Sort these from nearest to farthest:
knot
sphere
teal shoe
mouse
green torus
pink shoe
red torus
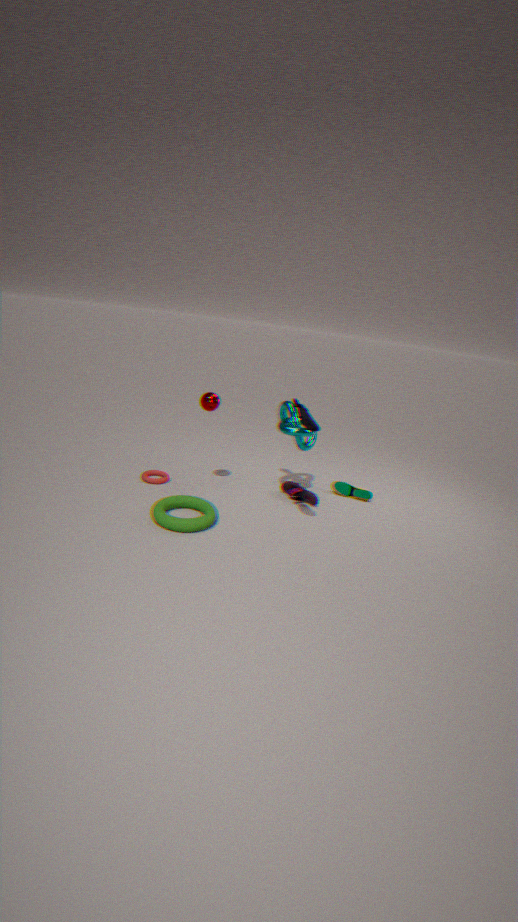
mouse → green torus → sphere → knot → pink shoe → red torus → teal shoe
